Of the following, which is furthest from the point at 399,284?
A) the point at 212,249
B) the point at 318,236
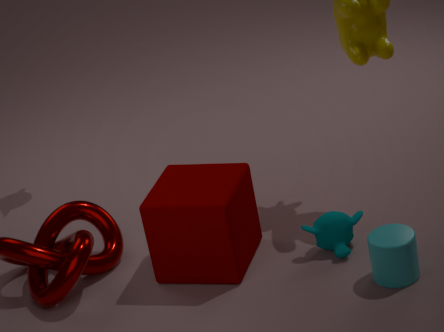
the point at 212,249
